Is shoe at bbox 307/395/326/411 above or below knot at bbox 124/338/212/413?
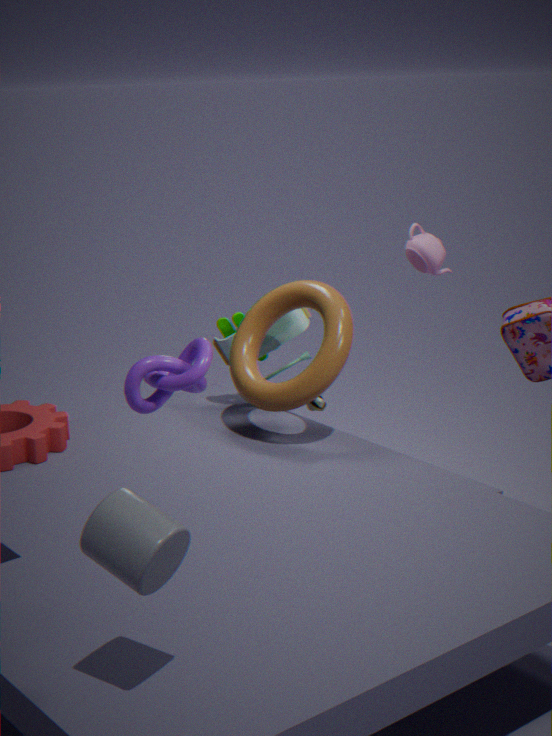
below
